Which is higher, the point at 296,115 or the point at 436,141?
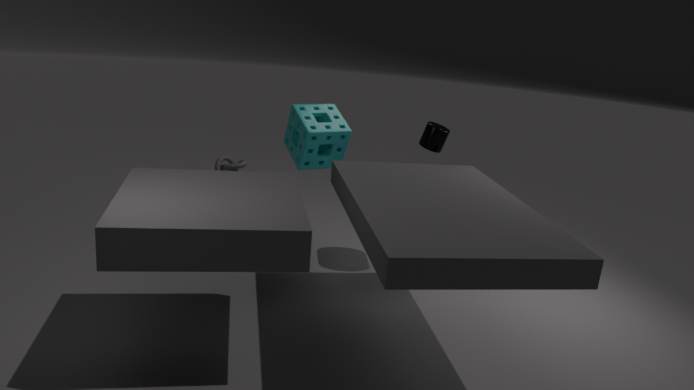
the point at 436,141
